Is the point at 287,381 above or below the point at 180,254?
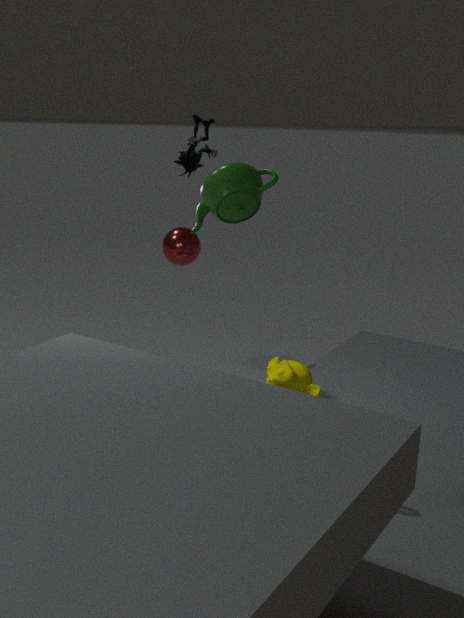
below
